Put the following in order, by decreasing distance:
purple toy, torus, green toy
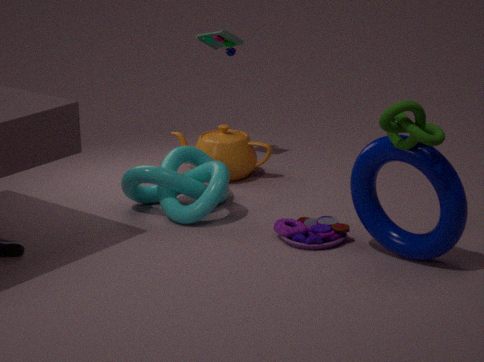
green toy < purple toy < torus
